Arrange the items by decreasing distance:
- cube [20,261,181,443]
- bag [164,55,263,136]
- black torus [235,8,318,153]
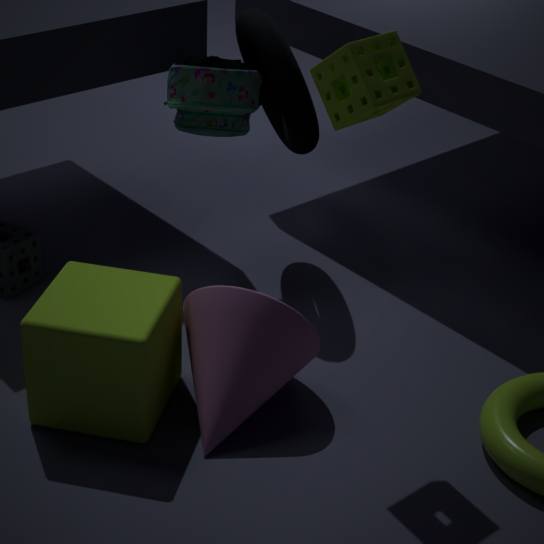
black torus [235,8,318,153] < bag [164,55,263,136] < cube [20,261,181,443]
